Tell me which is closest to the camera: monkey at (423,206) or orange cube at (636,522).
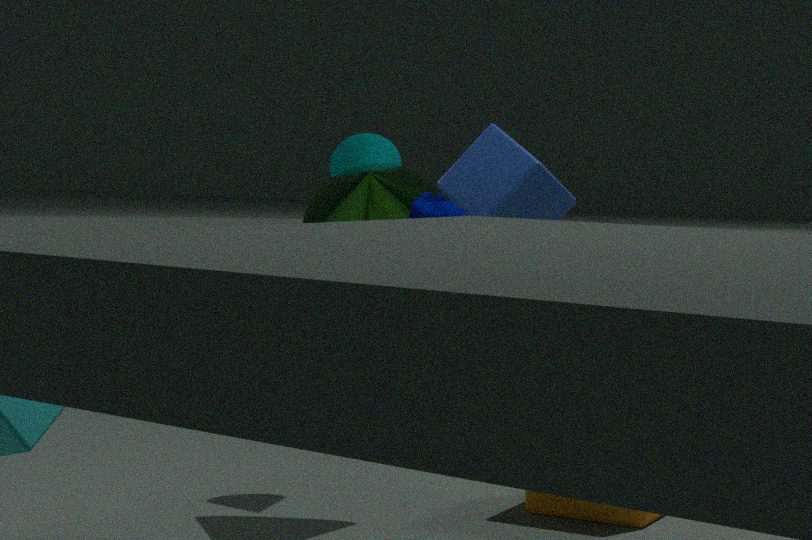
monkey at (423,206)
